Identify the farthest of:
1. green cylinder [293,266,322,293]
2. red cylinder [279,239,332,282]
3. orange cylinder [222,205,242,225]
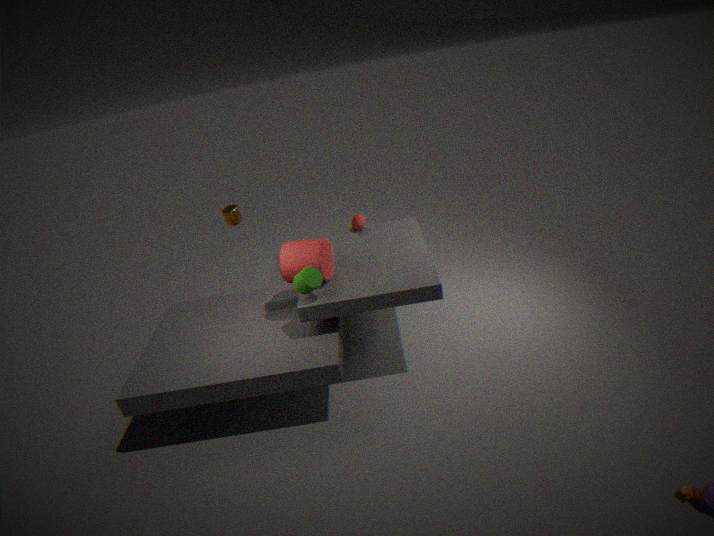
orange cylinder [222,205,242,225]
